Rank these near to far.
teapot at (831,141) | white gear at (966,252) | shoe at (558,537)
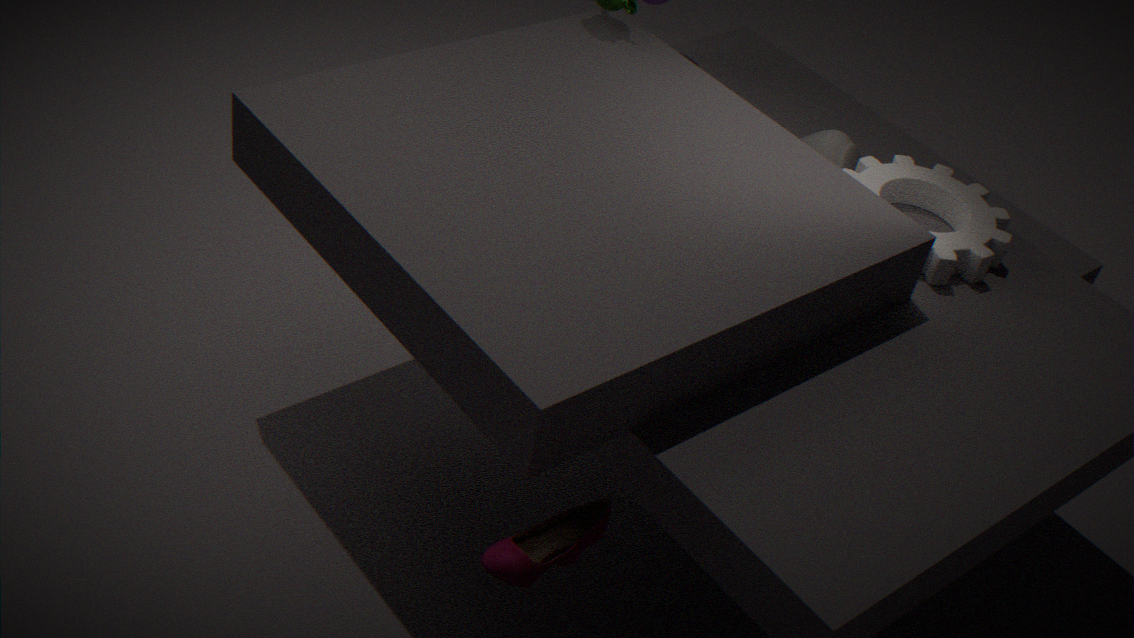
1. shoe at (558,537)
2. white gear at (966,252)
3. teapot at (831,141)
